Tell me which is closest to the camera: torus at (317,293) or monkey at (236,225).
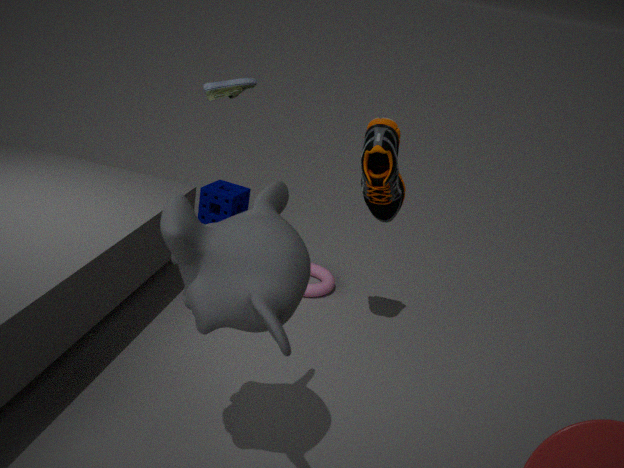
monkey at (236,225)
